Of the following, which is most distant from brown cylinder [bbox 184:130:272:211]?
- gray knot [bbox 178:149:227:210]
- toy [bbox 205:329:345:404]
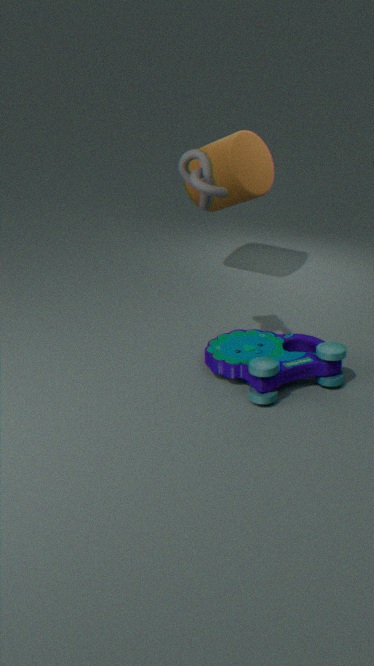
toy [bbox 205:329:345:404]
